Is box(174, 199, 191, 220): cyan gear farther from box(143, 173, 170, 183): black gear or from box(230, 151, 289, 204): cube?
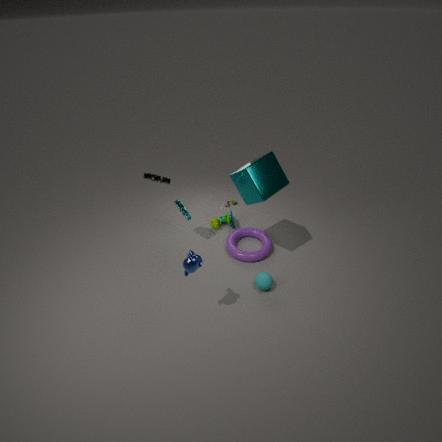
box(230, 151, 289, 204): cube
